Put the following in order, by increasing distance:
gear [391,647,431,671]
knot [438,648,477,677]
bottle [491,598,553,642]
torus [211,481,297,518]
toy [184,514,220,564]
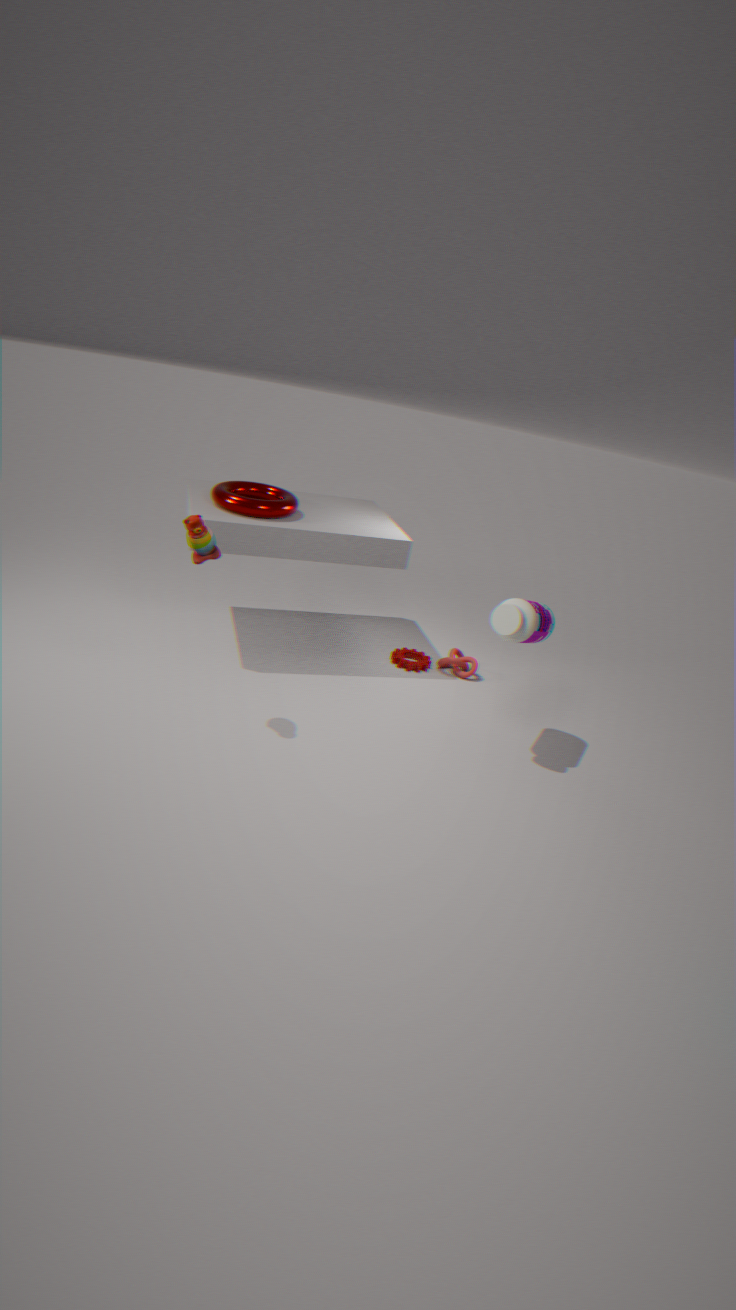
toy [184,514,220,564]
bottle [491,598,553,642]
torus [211,481,297,518]
gear [391,647,431,671]
knot [438,648,477,677]
